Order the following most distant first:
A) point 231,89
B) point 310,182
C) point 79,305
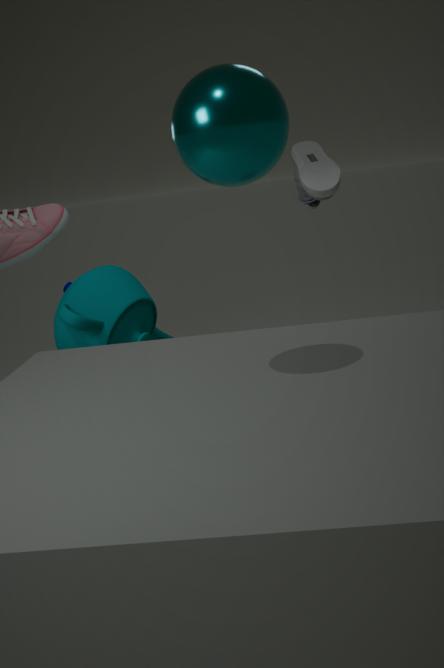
point 310,182, point 79,305, point 231,89
